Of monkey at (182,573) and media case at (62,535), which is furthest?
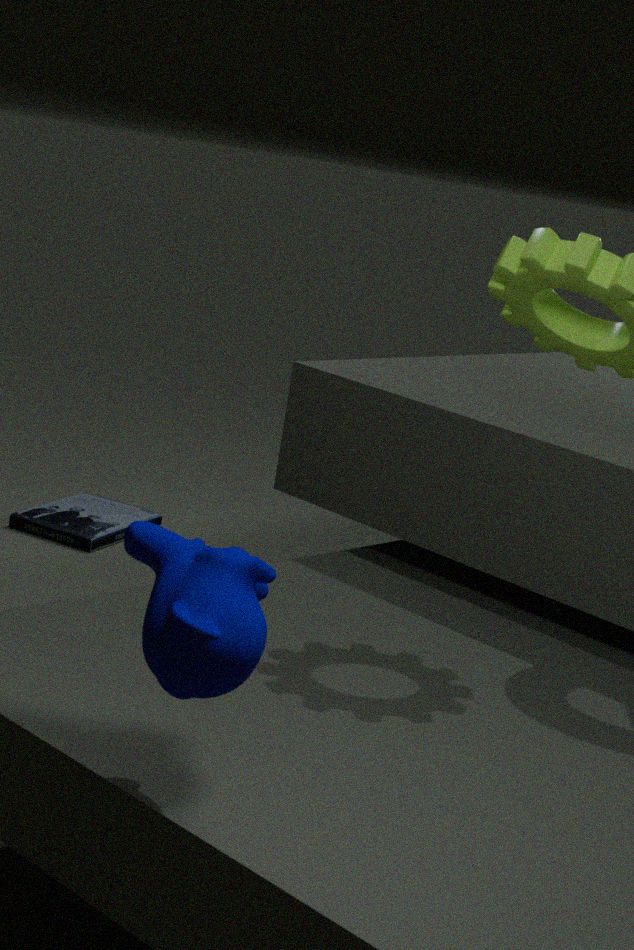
media case at (62,535)
